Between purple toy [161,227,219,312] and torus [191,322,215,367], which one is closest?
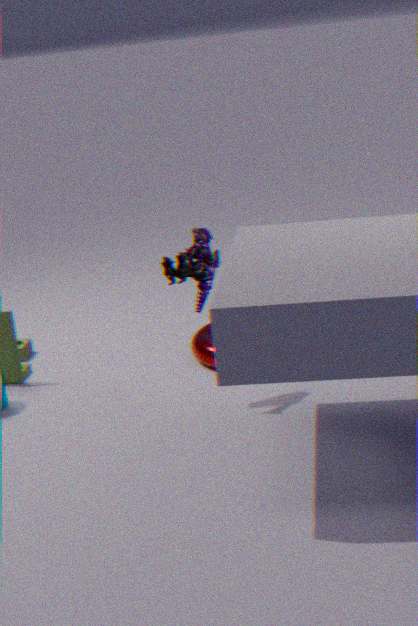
purple toy [161,227,219,312]
